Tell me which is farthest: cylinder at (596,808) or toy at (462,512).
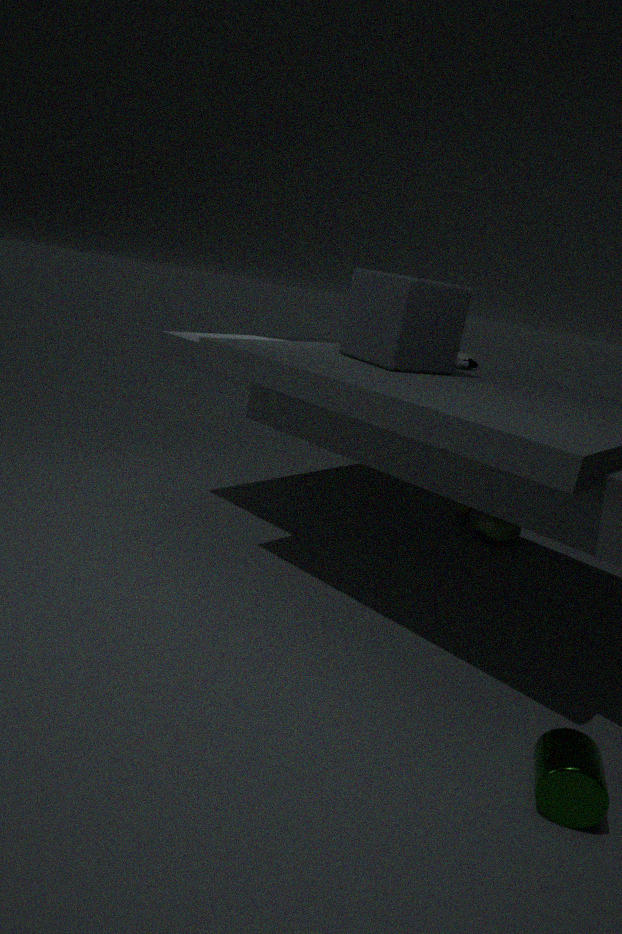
toy at (462,512)
